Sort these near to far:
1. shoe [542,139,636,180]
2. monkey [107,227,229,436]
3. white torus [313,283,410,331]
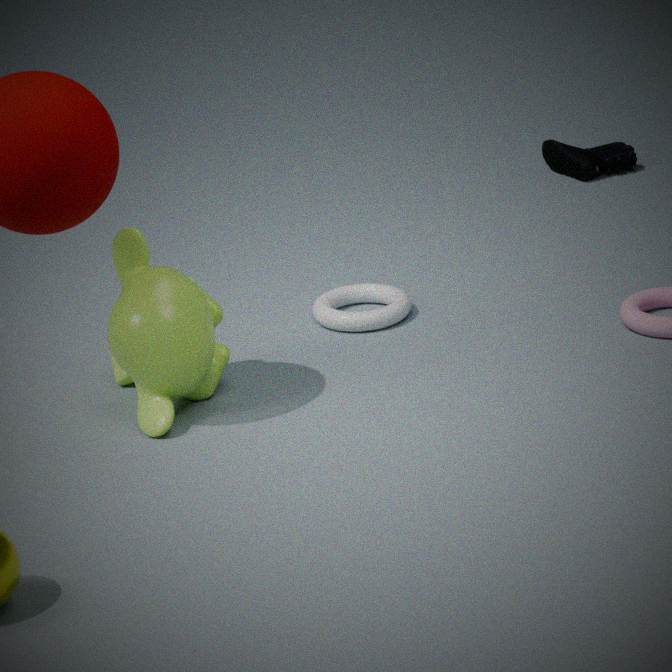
monkey [107,227,229,436]
white torus [313,283,410,331]
shoe [542,139,636,180]
